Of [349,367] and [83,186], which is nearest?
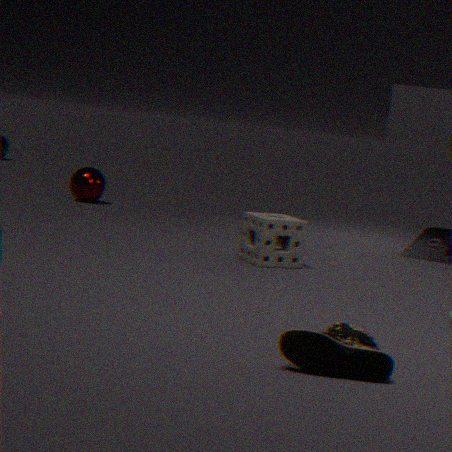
[349,367]
